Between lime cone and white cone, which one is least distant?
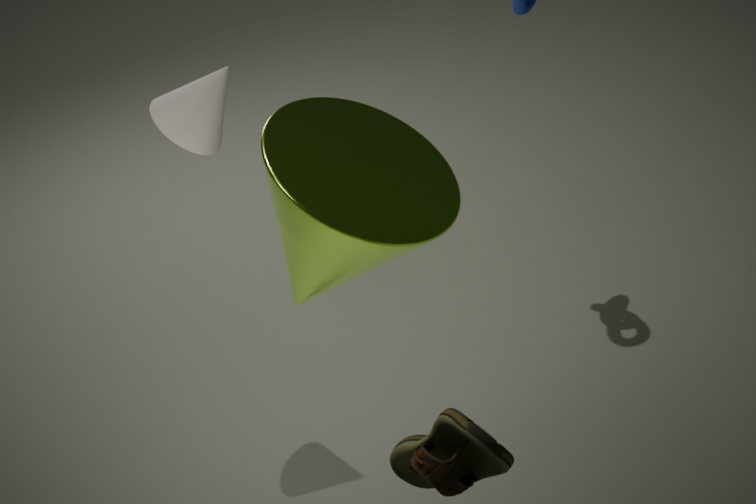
lime cone
